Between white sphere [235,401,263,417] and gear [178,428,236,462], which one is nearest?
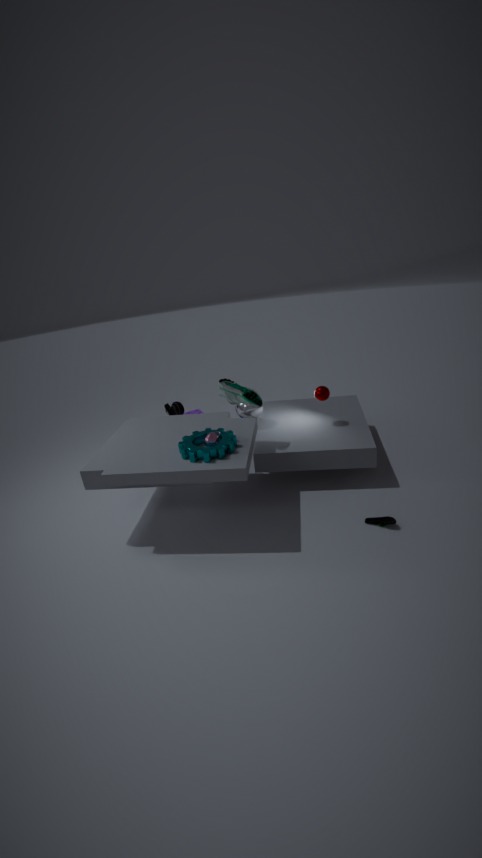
gear [178,428,236,462]
